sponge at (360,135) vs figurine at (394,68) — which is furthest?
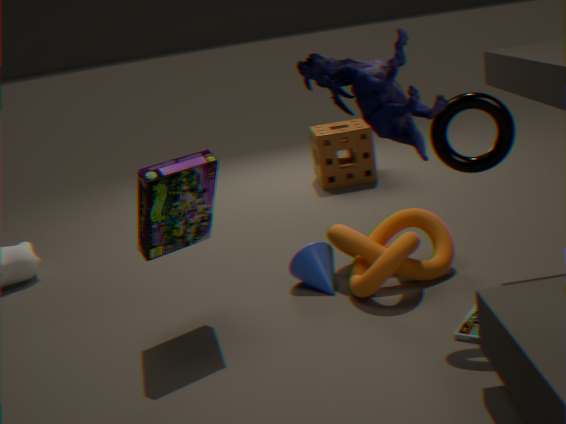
sponge at (360,135)
